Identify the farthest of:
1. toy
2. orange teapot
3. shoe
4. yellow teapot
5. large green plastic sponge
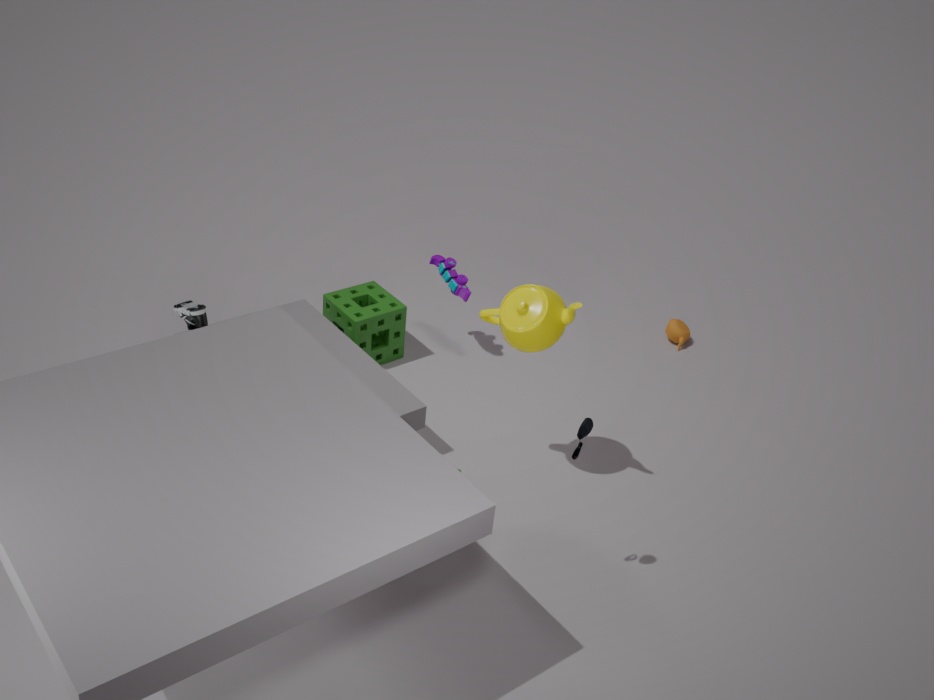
orange teapot
